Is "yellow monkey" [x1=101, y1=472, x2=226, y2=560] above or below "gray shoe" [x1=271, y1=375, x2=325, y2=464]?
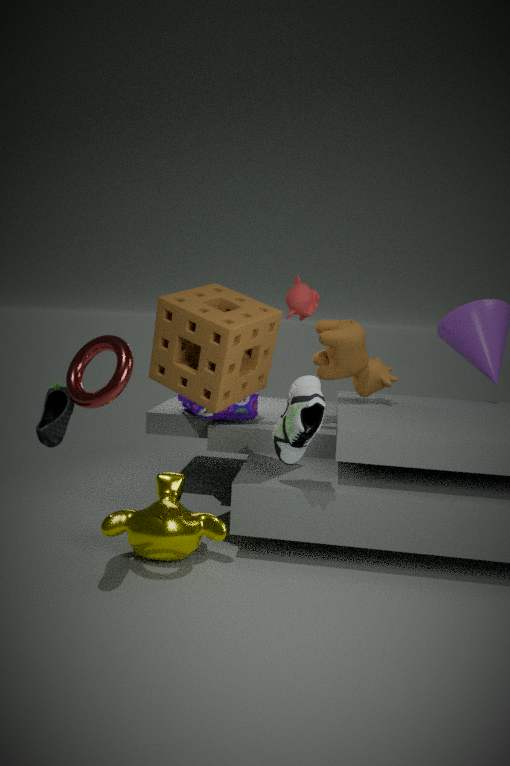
below
